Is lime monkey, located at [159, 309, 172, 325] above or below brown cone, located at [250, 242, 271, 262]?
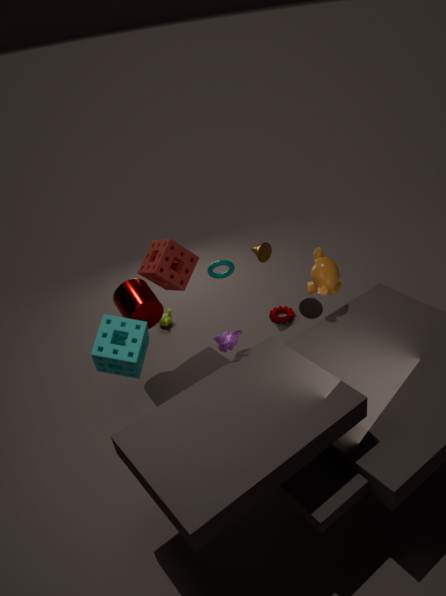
below
